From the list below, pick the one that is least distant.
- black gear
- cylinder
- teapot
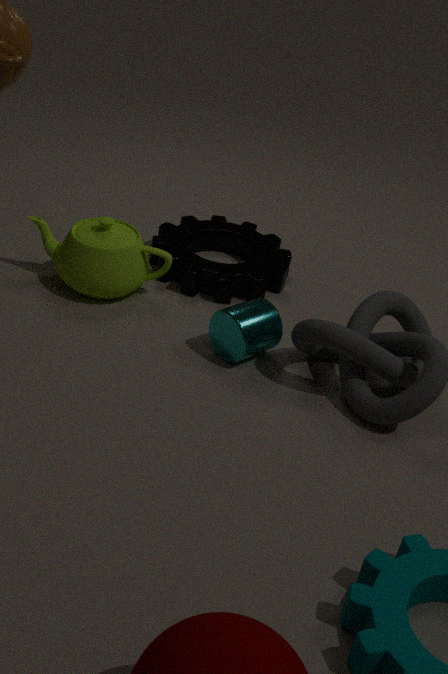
cylinder
